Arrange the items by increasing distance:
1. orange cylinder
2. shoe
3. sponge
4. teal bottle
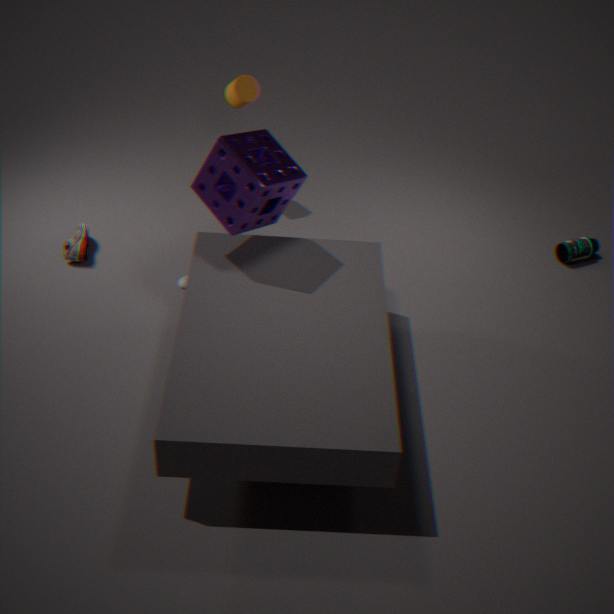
sponge
shoe
orange cylinder
teal bottle
